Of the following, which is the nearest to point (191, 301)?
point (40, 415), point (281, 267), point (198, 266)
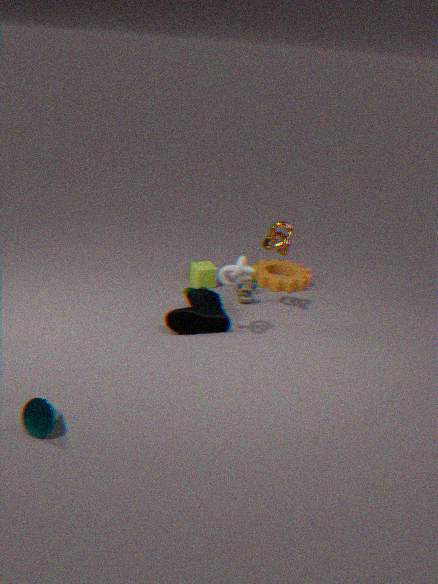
point (198, 266)
